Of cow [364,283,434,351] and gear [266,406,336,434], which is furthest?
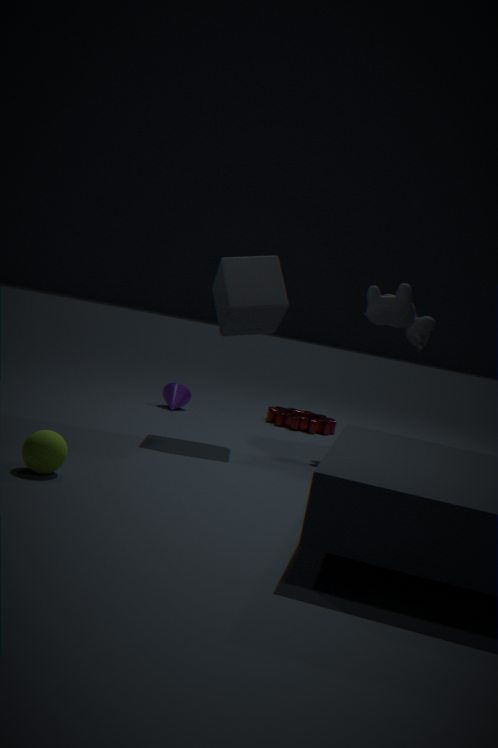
gear [266,406,336,434]
